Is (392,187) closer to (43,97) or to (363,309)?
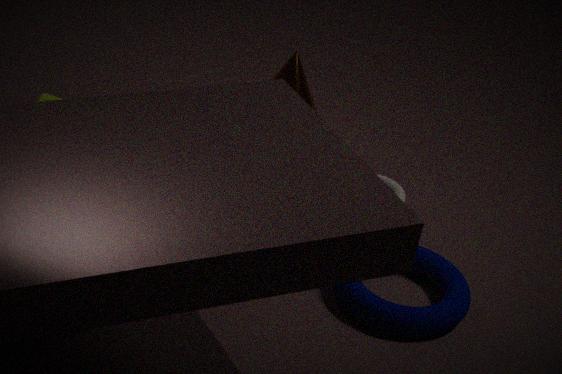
(363,309)
